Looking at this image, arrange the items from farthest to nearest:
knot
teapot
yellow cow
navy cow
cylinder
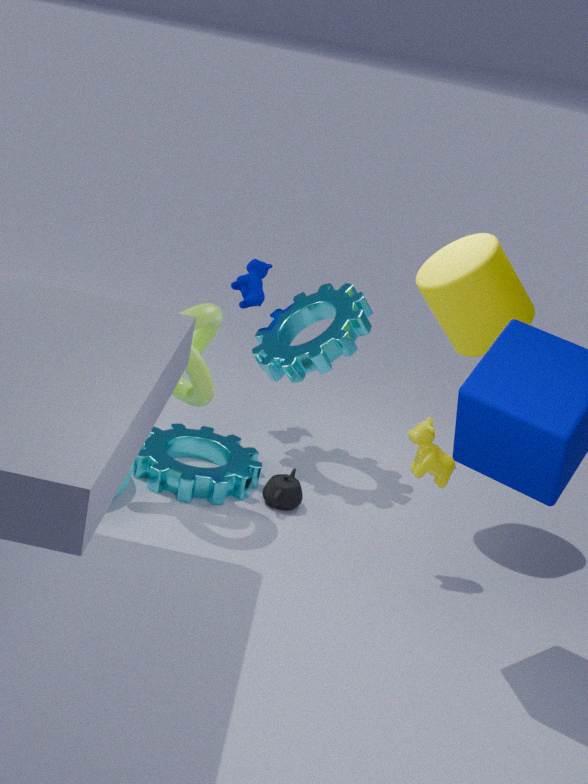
navy cow < teapot < cylinder < yellow cow < knot
